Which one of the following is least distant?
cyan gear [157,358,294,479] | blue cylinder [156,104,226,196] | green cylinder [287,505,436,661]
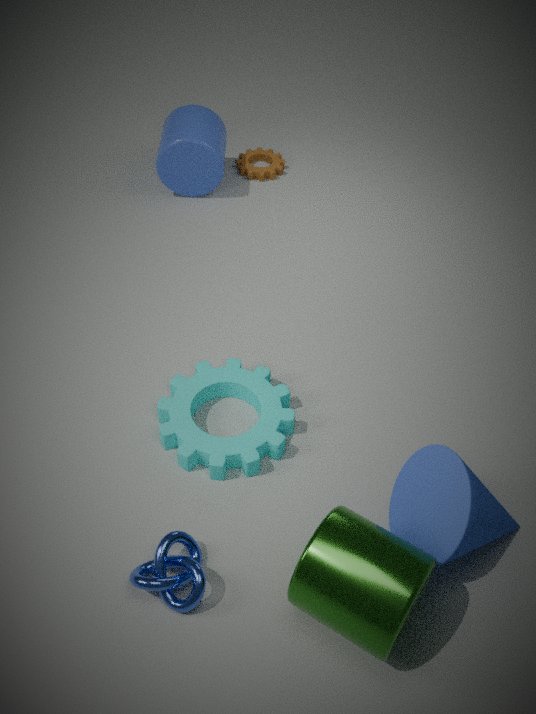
green cylinder [287,505,436,661]
